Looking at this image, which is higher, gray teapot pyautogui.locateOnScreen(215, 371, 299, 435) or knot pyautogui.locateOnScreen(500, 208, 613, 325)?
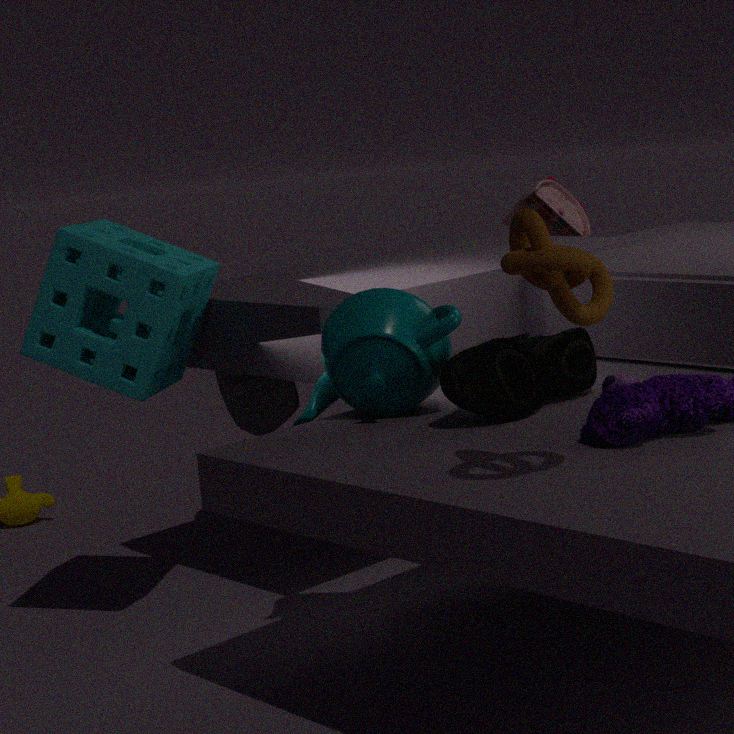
knot pyautogui.locateOnScreen(500, 208, 613, 325)
